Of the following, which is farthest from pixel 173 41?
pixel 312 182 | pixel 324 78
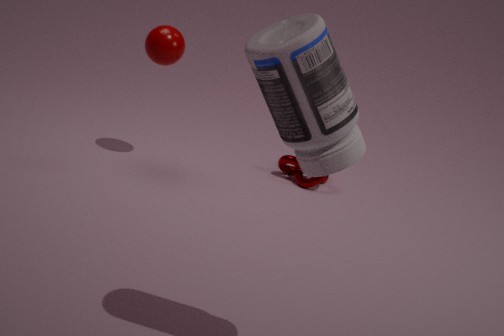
pixel 324 78
